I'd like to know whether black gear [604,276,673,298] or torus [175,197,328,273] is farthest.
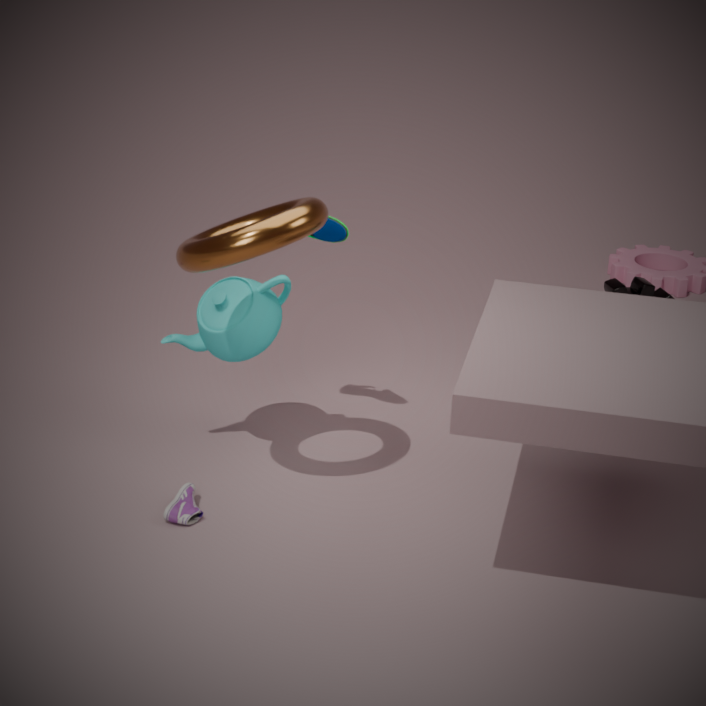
black gear [604,276,673,298]
